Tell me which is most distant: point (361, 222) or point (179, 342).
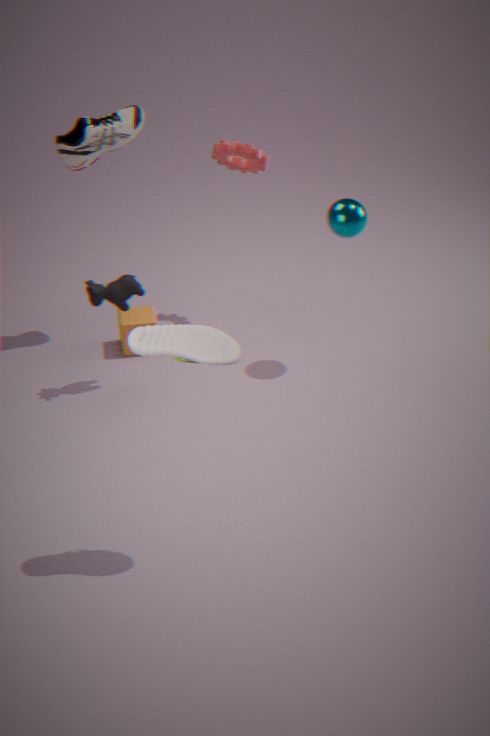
point (361, 222)
